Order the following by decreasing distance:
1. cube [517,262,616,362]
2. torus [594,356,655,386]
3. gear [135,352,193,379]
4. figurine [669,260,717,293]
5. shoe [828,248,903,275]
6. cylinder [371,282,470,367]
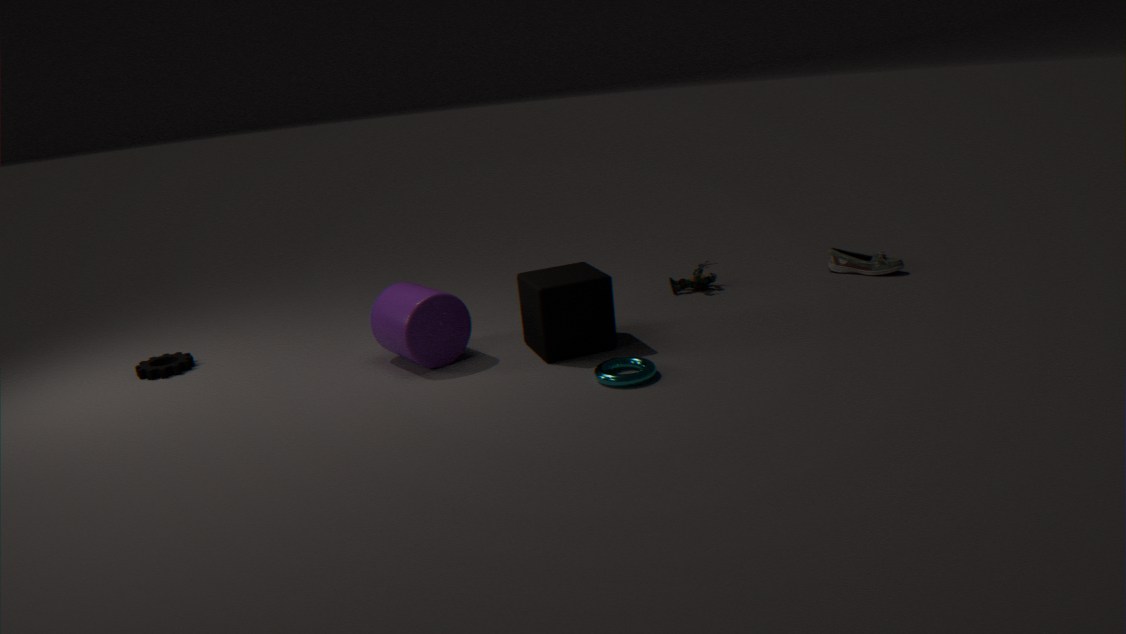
figurine [669,260,717,293]
shoe [828,248,903,275]
gear [135,352,193,379]
cylinder [371,282,470,367]
cube [517,262,616,362]
torus [594,356,655,386]
